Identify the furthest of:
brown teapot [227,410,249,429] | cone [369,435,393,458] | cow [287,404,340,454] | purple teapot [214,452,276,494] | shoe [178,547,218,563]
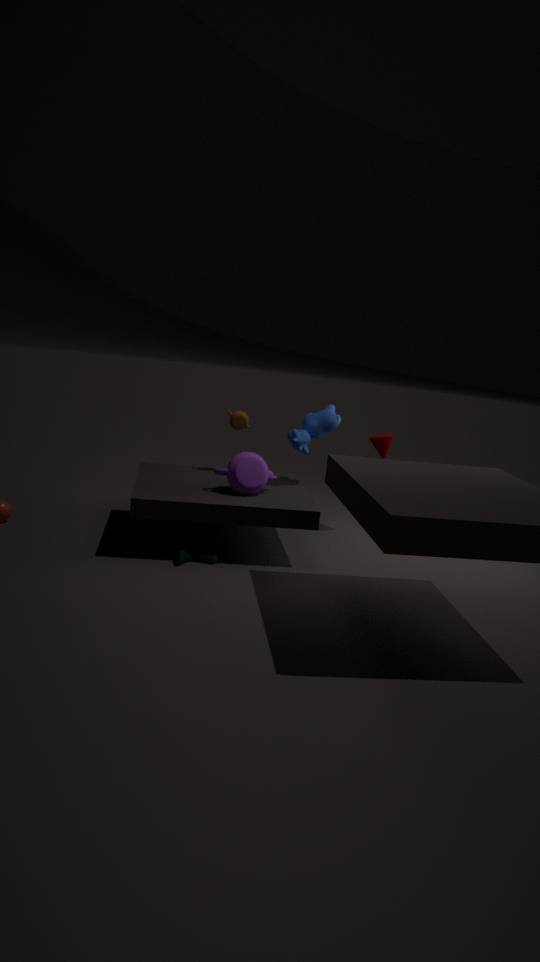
cone [369,435,393,458]
